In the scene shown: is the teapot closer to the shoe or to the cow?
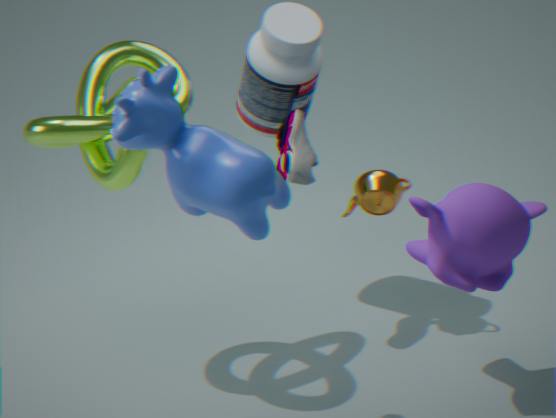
the shoe
